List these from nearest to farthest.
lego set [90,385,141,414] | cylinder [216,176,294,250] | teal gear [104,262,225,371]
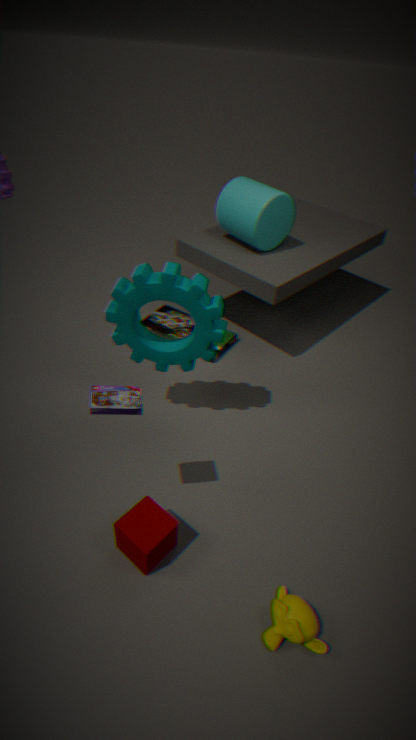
lego set [90,385,141,414] < teal gear [104,262,225,371] < cylinder [216,176,294,250]
